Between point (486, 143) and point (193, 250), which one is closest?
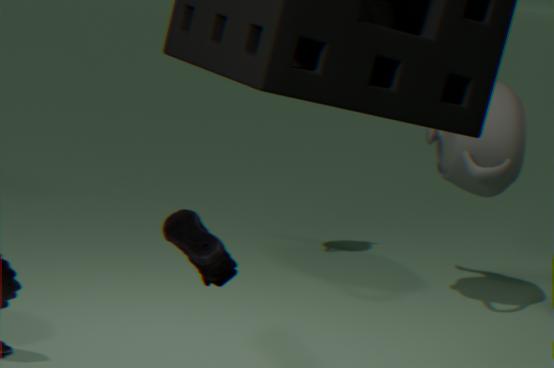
point (193, 250)
